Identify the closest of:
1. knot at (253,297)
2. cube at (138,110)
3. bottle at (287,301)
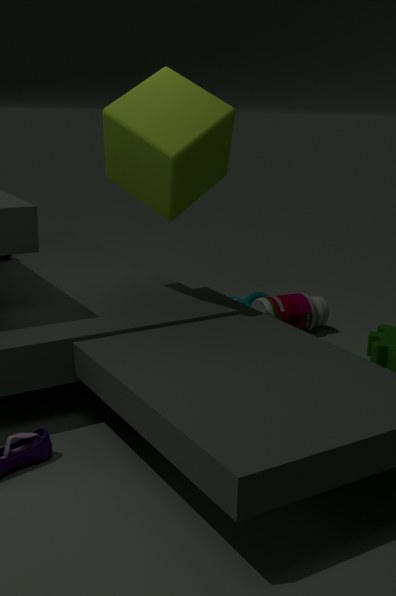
cube at (138,110)
